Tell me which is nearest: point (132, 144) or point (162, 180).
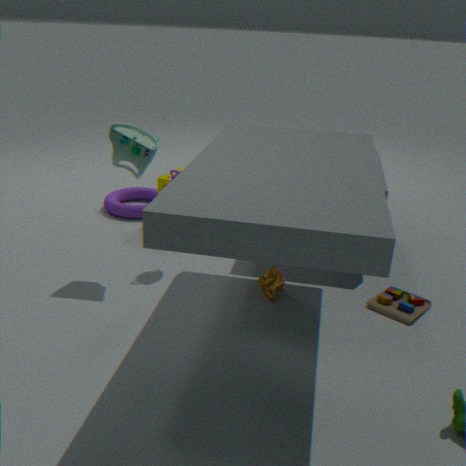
point (132, 144)
